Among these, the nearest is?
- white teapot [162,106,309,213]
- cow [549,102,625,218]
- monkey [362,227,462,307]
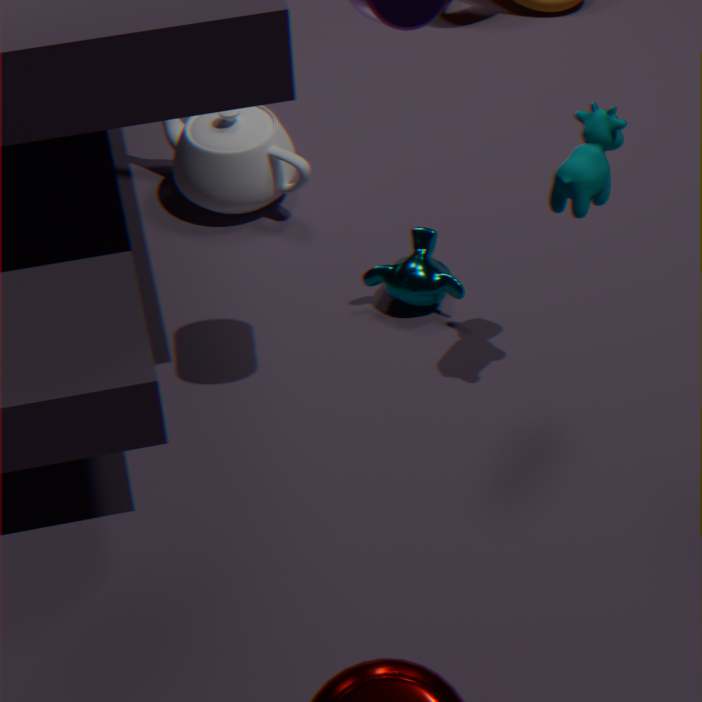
cow [549,102,625,218]
